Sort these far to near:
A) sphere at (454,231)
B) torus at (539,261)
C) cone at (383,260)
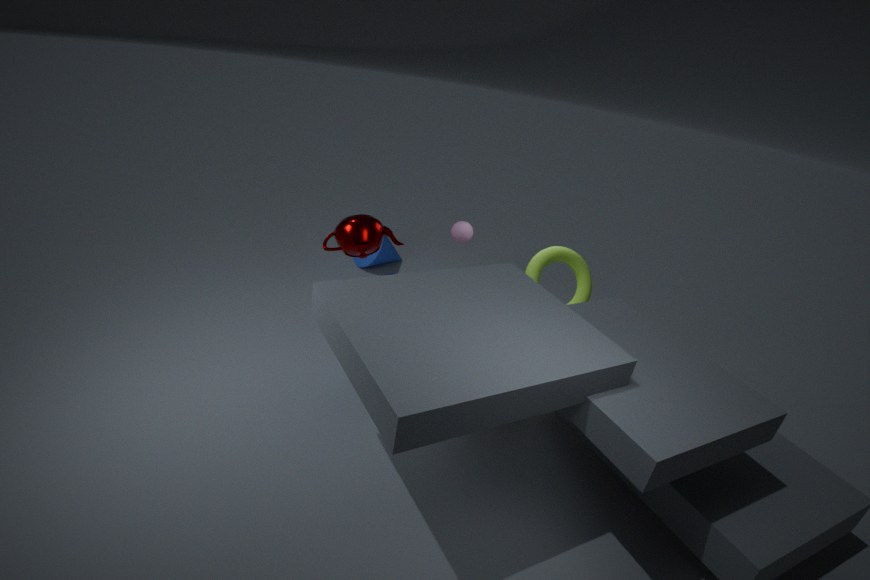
cone at (383,260) → sphere at (454,231) → torus at (539,261)
